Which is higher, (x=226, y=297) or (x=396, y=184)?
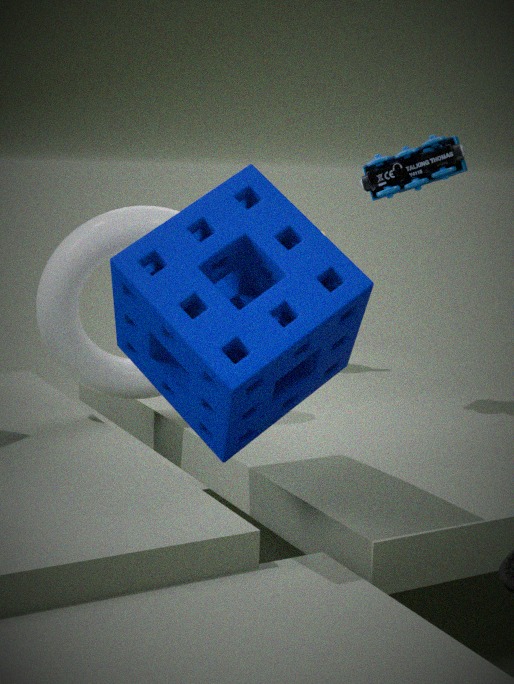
(x=396, y=184)
